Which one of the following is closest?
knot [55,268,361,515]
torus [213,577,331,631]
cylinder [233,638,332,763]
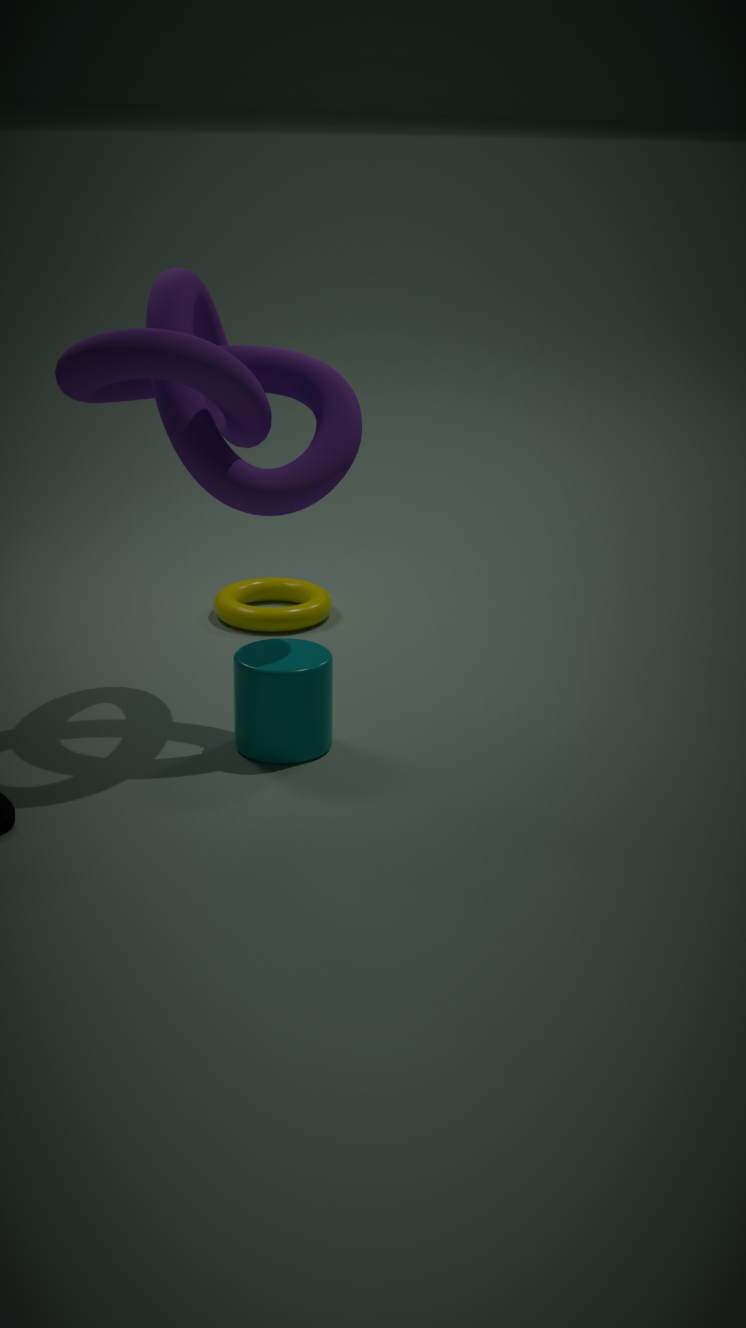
knot [55,268,361,515]
